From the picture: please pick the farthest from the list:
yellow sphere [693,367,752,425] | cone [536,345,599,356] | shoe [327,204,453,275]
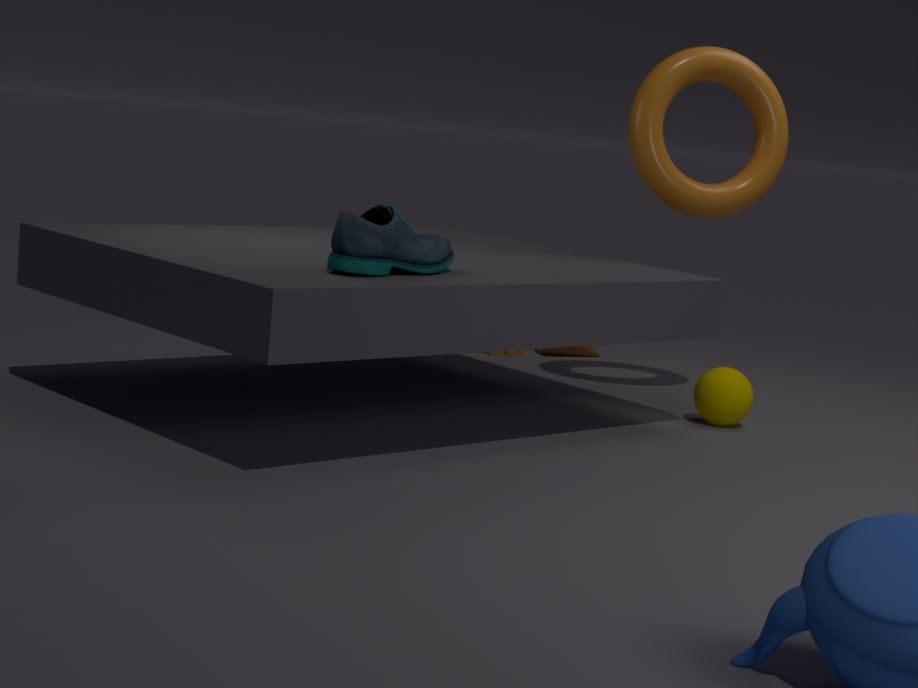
cone [536,345,599,356]
